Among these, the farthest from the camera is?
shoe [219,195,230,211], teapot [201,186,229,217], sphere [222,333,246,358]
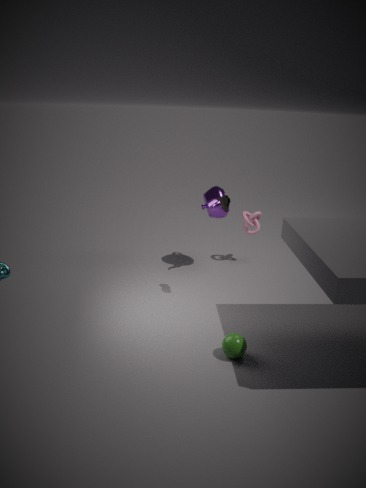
teapot [201,186,229,217]
